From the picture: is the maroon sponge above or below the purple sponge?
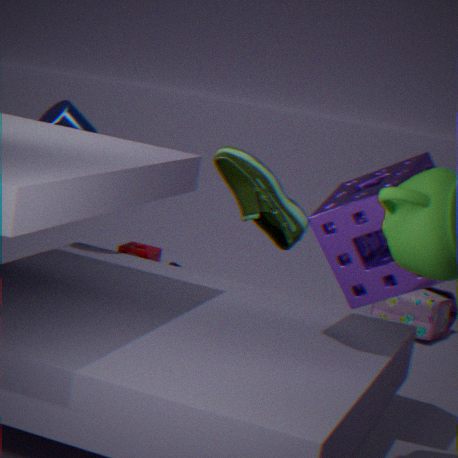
below
